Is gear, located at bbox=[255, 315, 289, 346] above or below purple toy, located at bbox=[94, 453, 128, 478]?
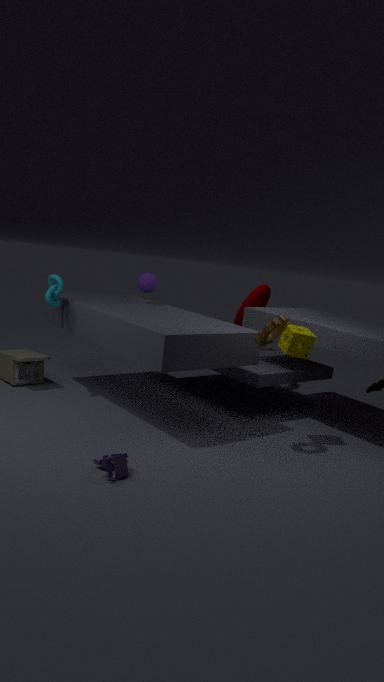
above
